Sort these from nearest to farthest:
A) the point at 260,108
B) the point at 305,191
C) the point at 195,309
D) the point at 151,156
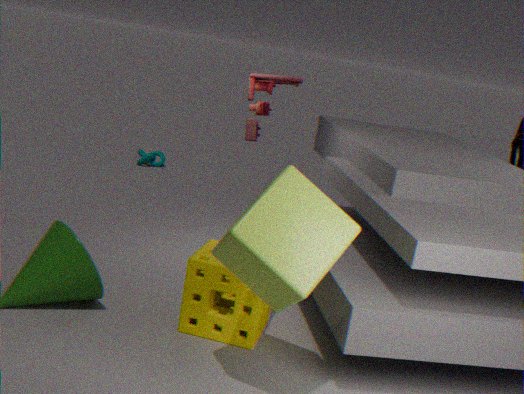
the point at 305,191
the point at 195,309
the point at 260,108
the point at 151,156
